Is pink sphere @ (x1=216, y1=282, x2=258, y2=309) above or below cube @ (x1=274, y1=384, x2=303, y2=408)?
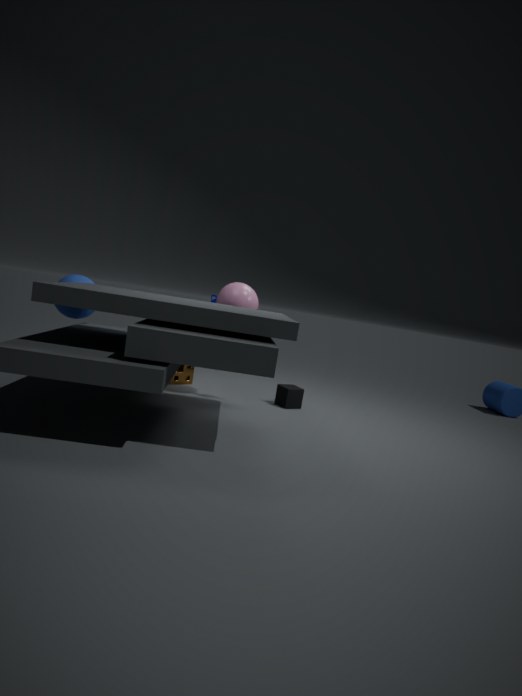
above
